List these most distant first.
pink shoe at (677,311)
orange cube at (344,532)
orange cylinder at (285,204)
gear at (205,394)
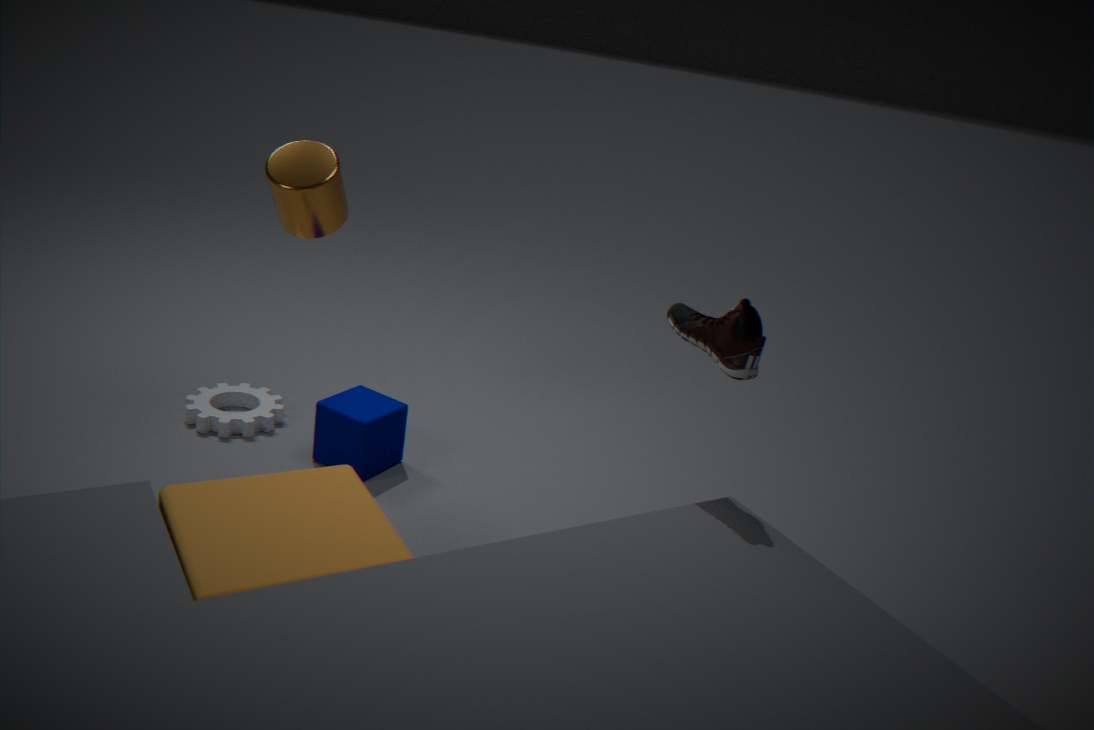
gear at (205,394) < orange cylinder at (285,204) < pink shoe at (677,311) < orange cube at (344,532)
